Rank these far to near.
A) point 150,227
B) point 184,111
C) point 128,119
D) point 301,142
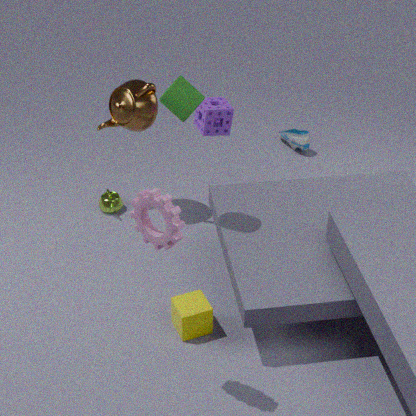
point 301,142
point 128,119
point 184,111
point 150,227
